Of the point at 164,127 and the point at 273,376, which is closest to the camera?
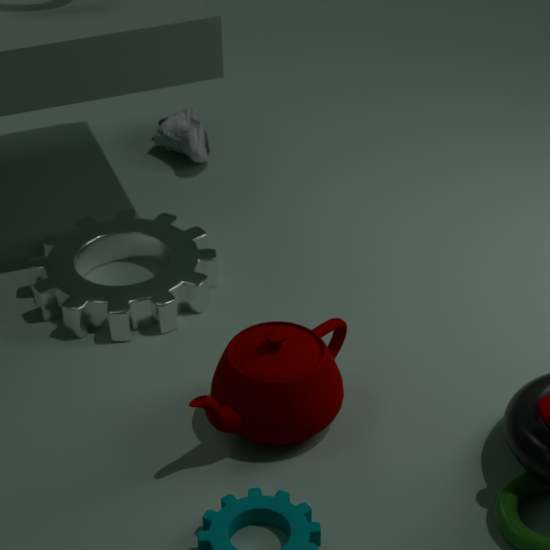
the point at 273,376
